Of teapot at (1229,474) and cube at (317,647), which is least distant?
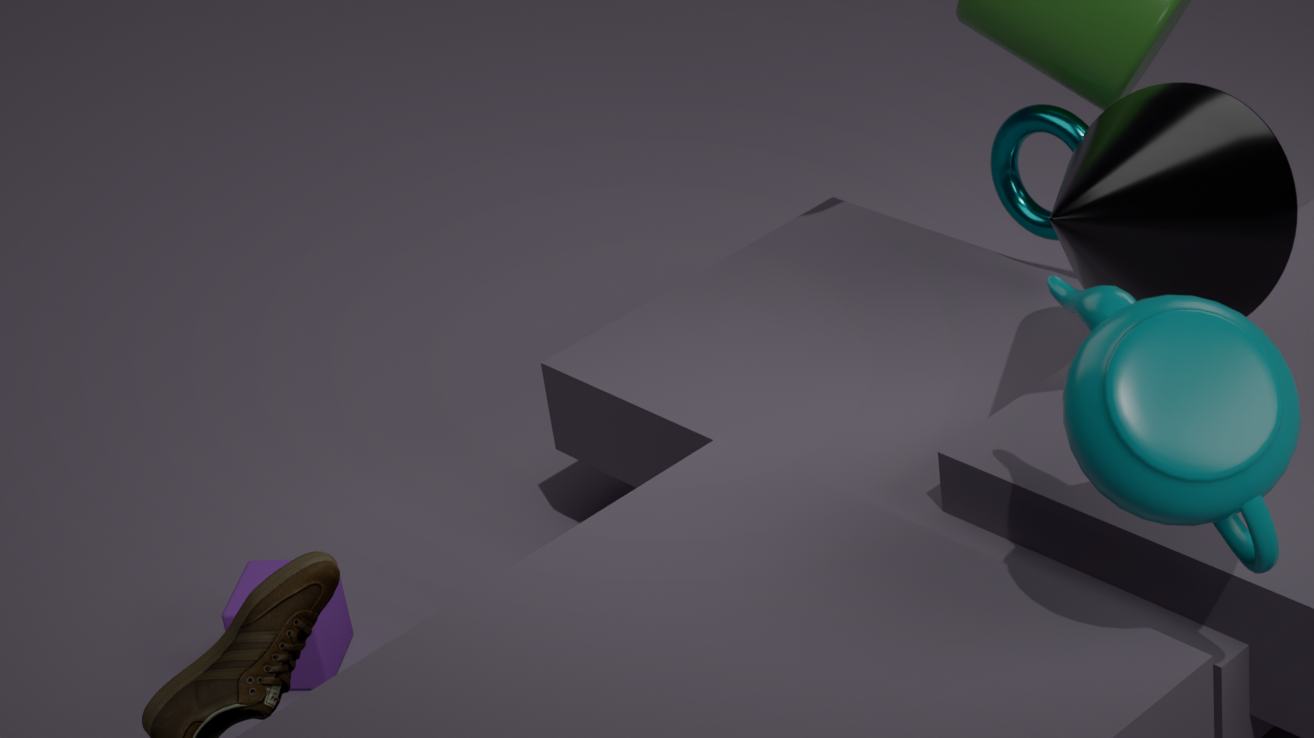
teapot at (1229,474)
